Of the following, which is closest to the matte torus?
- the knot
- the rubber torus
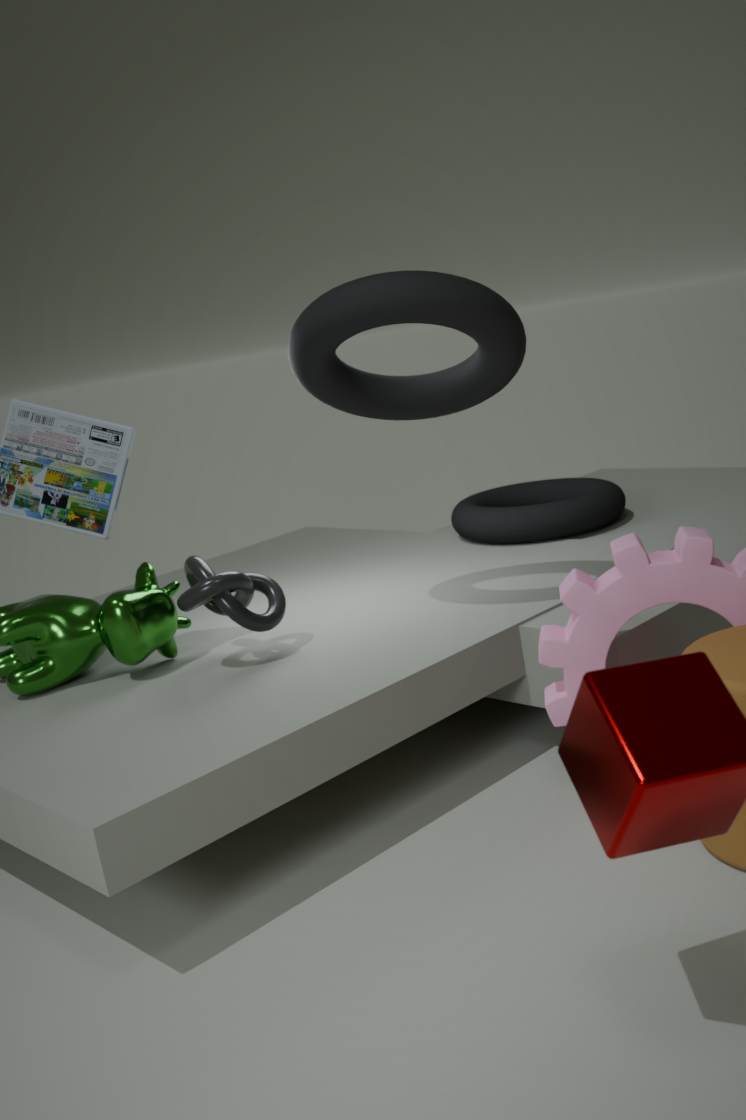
the rubber torus
